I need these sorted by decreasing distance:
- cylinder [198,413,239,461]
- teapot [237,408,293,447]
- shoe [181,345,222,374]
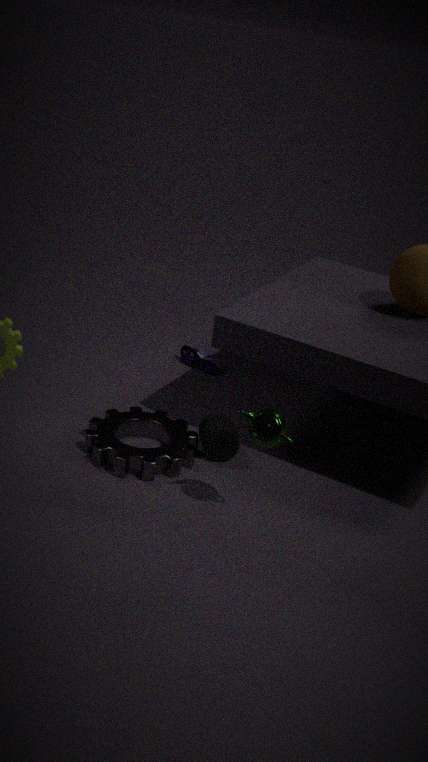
1. shoe [181,345,222,374]
2. cylinder [198,413,239,461]
3. teapot [237,408,293,447]
